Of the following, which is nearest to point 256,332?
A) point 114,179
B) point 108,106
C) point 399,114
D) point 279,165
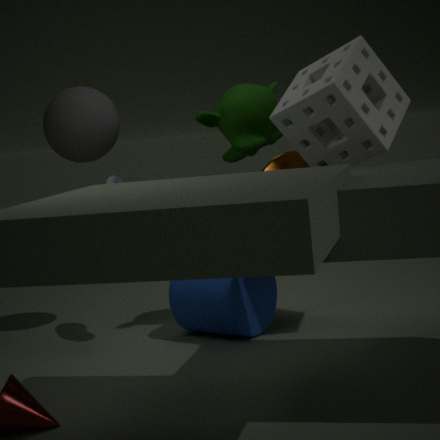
point 279,165
